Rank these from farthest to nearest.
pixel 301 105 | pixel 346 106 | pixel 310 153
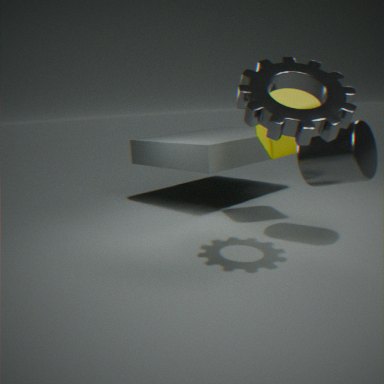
pixel 301 105, pixel 310 153, pixel 346 106
